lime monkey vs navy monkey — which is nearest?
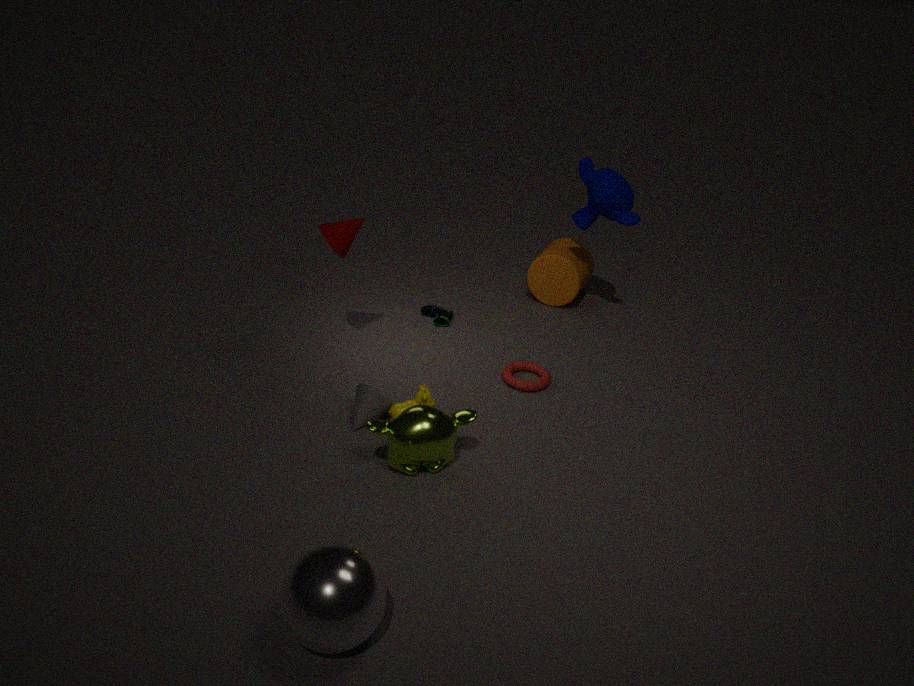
lime monkey
